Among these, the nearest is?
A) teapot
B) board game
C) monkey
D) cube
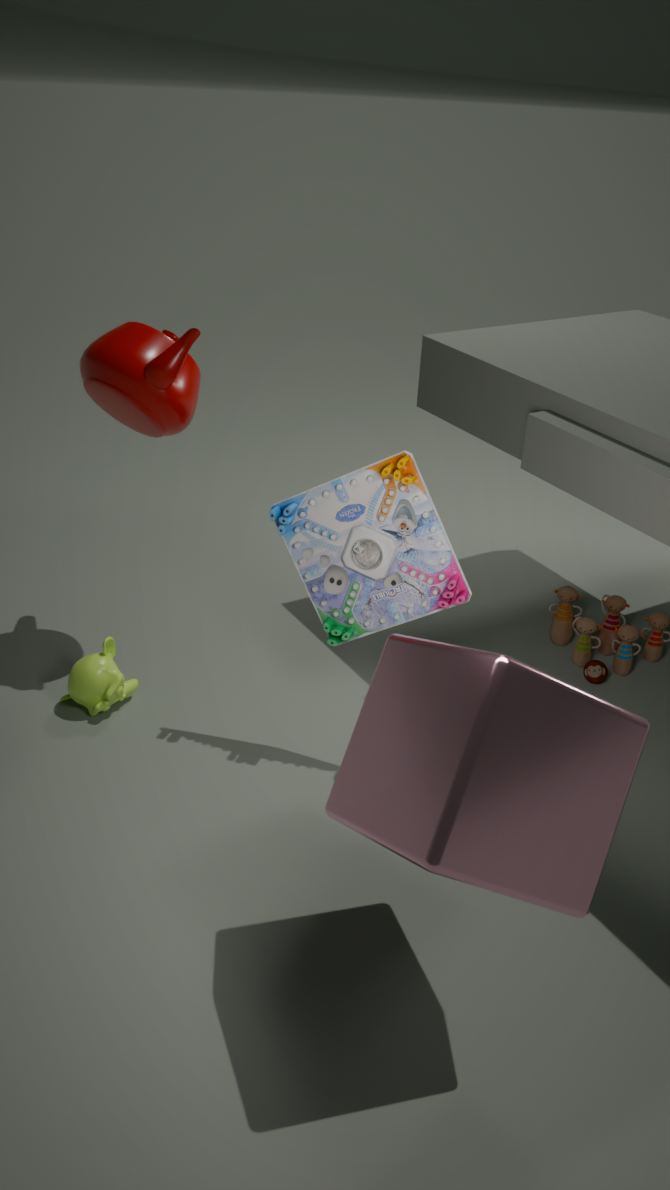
cube
